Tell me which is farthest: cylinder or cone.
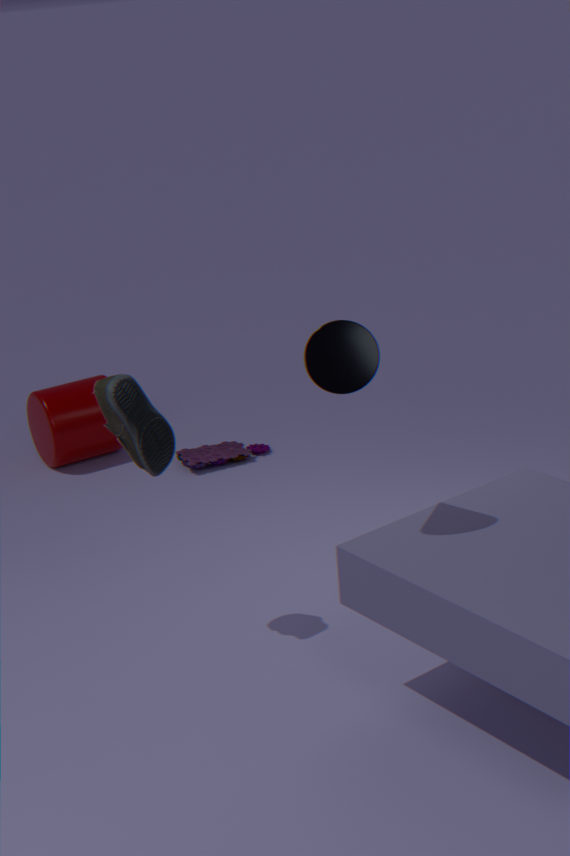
cylinder
